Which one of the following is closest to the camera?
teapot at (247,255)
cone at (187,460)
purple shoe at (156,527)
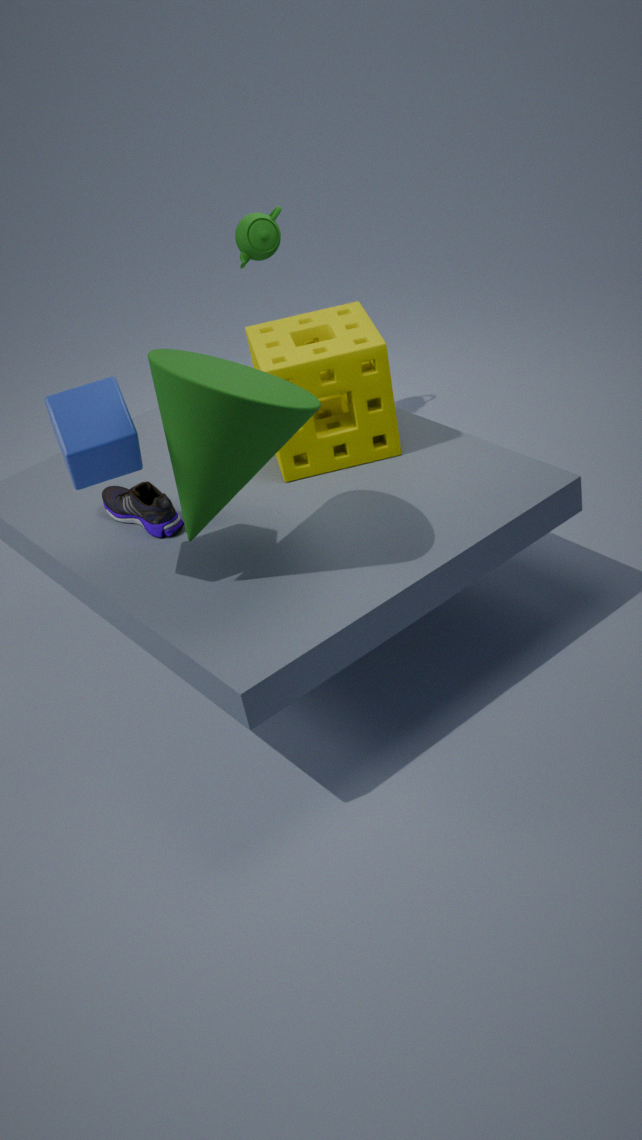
cone at (187,460)
